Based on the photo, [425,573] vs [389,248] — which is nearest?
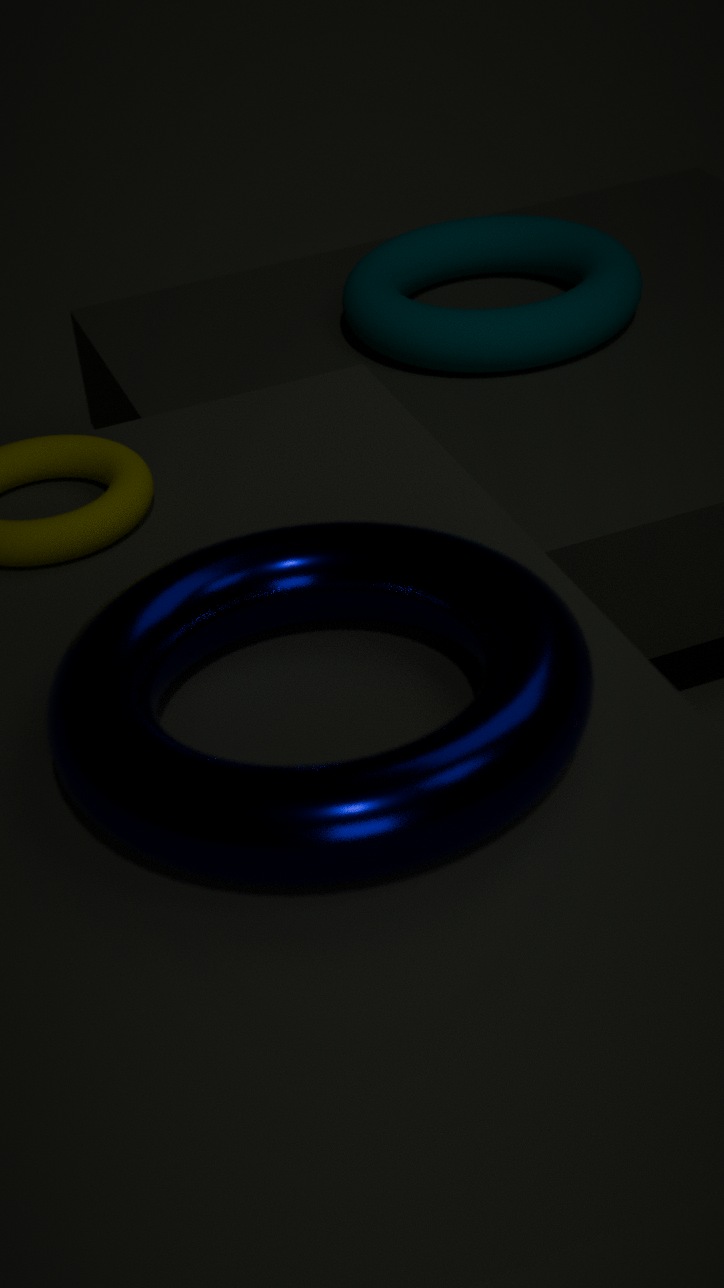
[425,573]
